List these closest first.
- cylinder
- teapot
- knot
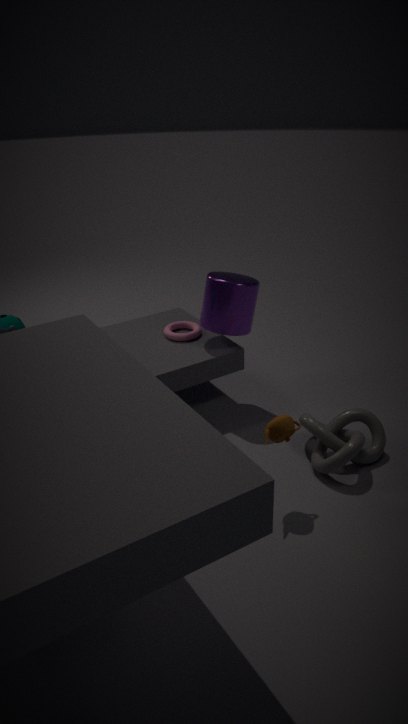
1. teapot
2. knot
3. cylinder
